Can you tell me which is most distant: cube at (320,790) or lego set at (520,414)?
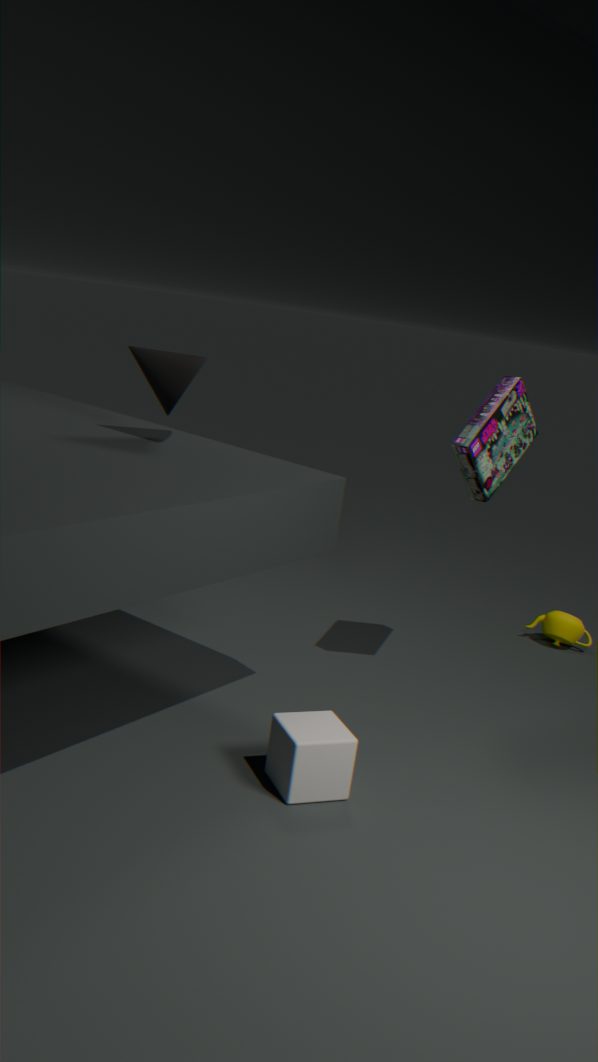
lego set at (520,414)
